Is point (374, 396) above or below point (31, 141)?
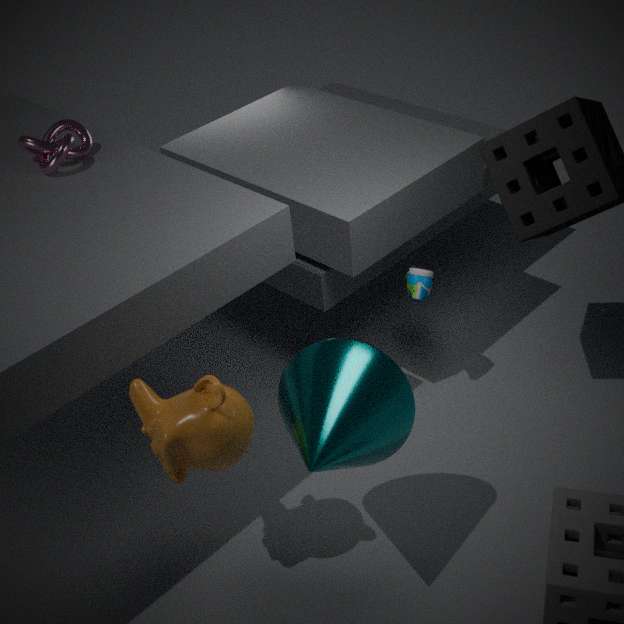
below
